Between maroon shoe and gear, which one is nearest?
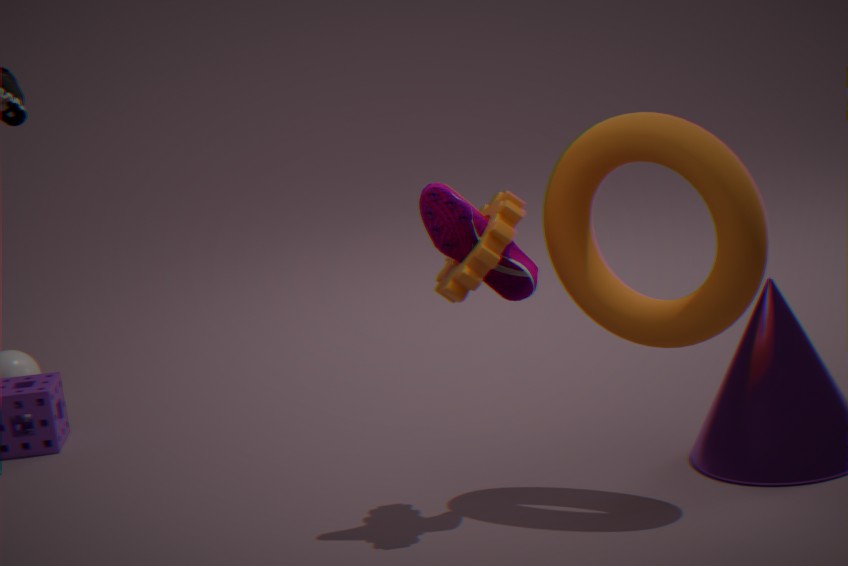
gear
